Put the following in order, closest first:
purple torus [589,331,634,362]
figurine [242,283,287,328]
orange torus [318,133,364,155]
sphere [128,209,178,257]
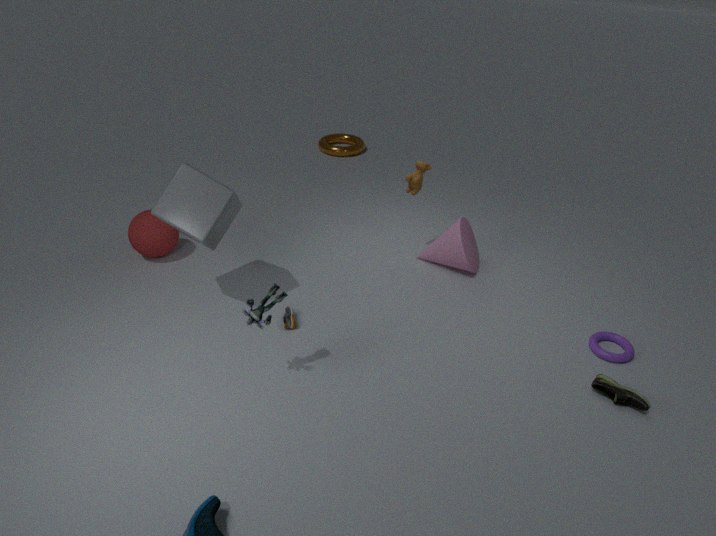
figurine [242,283,287,328]
purple torus [589,331,634,362]
sphere [128,209,178,257]
orange torus [318,133,364,155]
